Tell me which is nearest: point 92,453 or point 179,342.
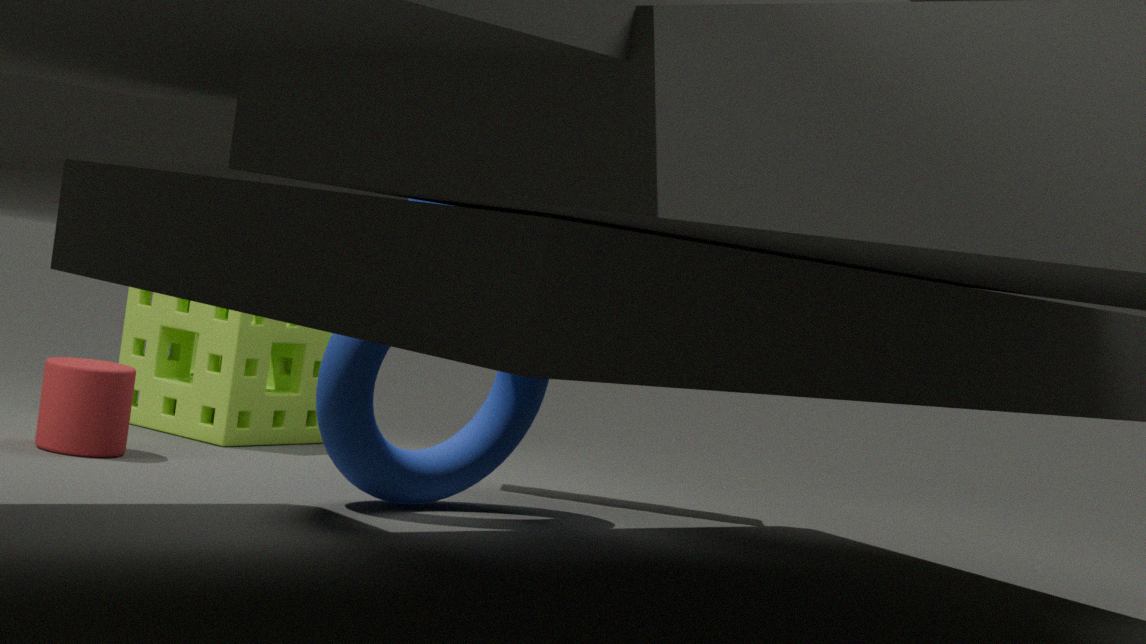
point 92,453
